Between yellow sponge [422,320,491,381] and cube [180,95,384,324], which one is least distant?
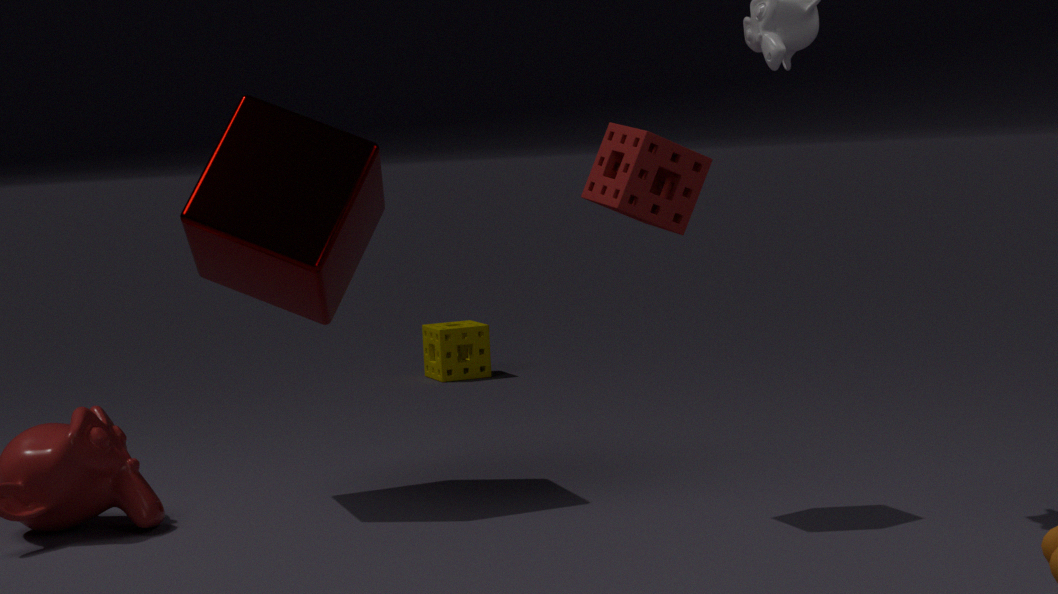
cube [180,95,384,324]
